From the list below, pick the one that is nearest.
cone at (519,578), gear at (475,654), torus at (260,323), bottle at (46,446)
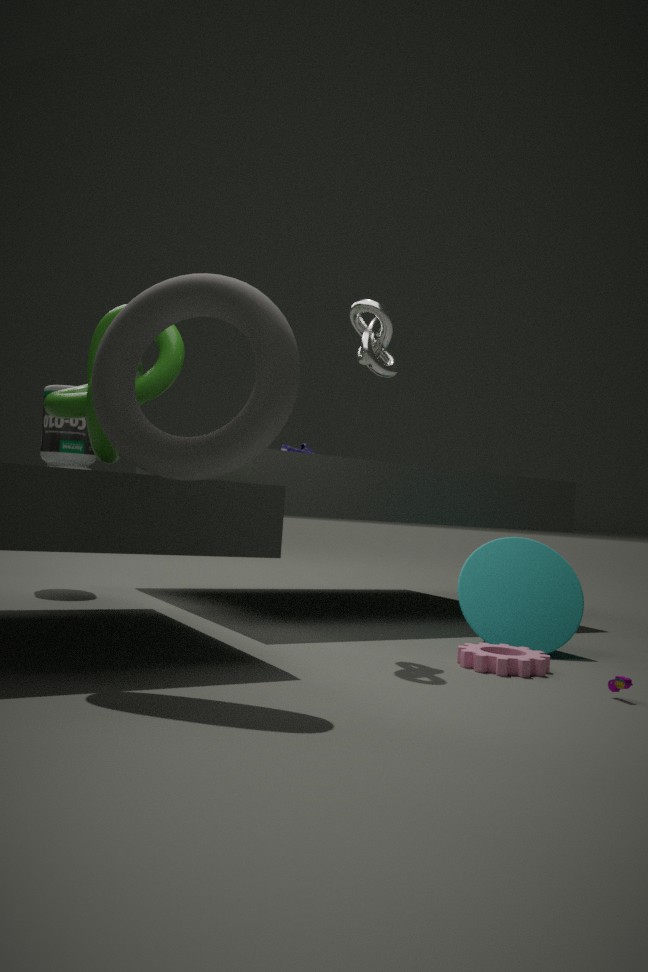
torus at (260,323)
